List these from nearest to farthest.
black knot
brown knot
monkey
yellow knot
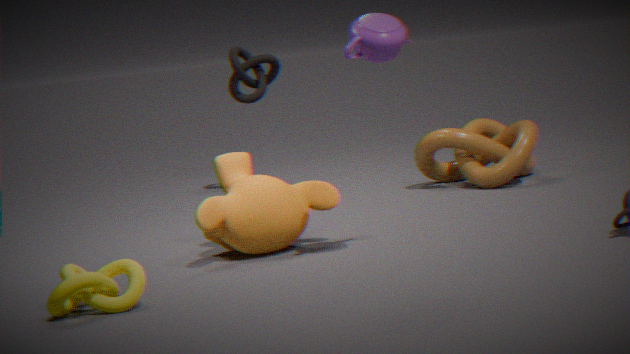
1. yellow knot
2. monkey
3. brown knot
4. black knot
